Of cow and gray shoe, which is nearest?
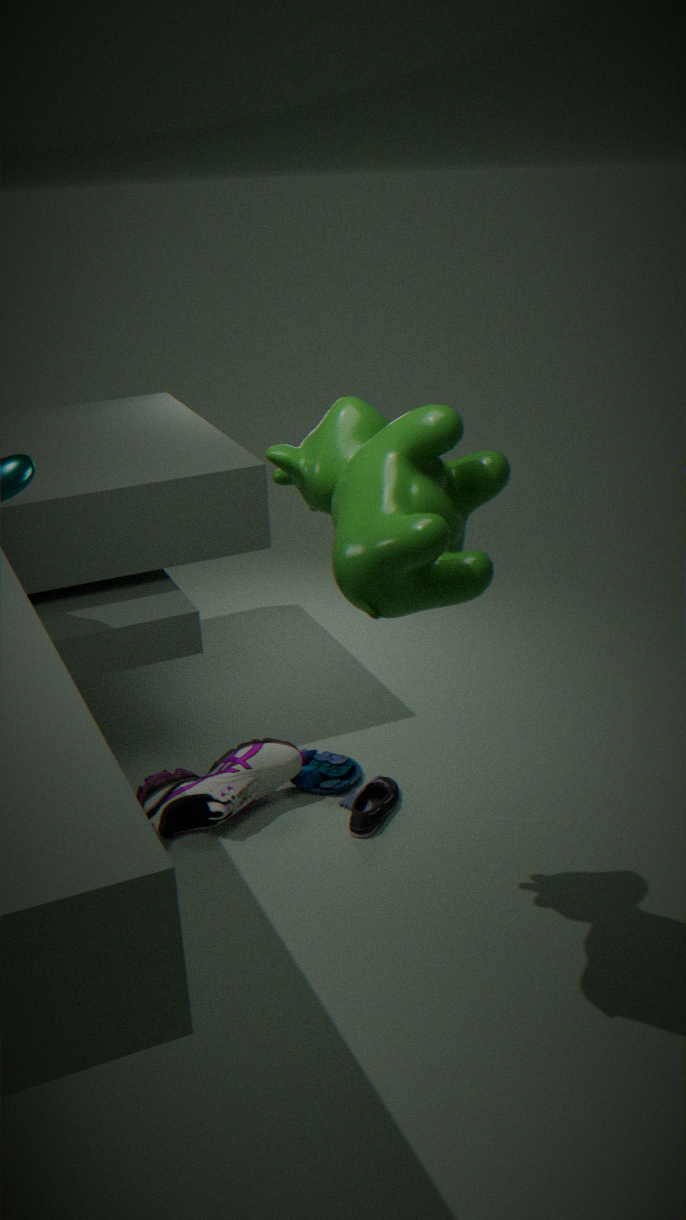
cow
